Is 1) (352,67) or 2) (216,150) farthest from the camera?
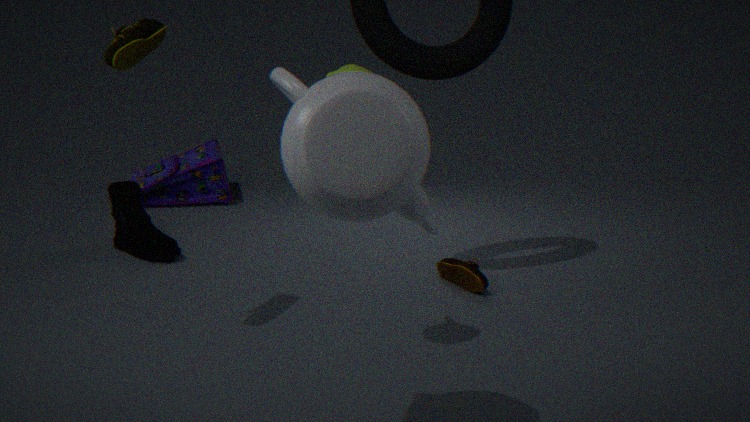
2. (216,150)
